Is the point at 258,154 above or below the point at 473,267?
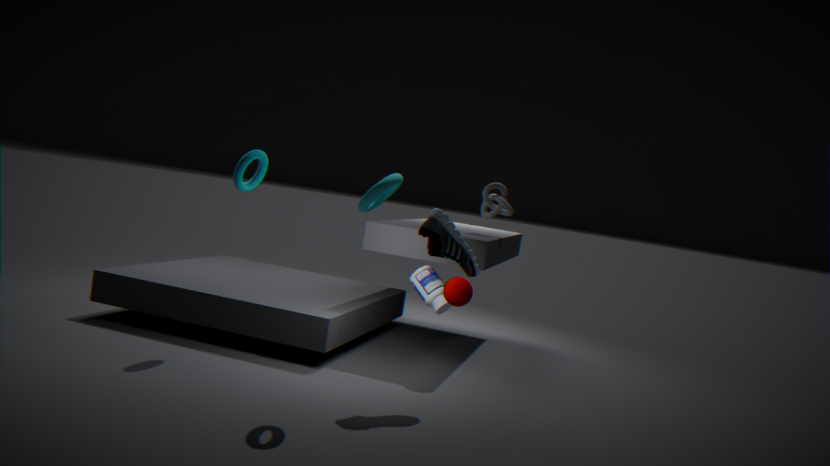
above
